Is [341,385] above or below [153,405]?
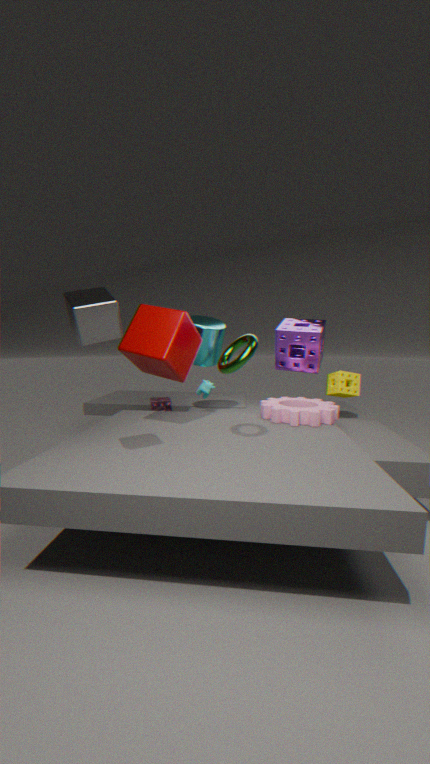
above
